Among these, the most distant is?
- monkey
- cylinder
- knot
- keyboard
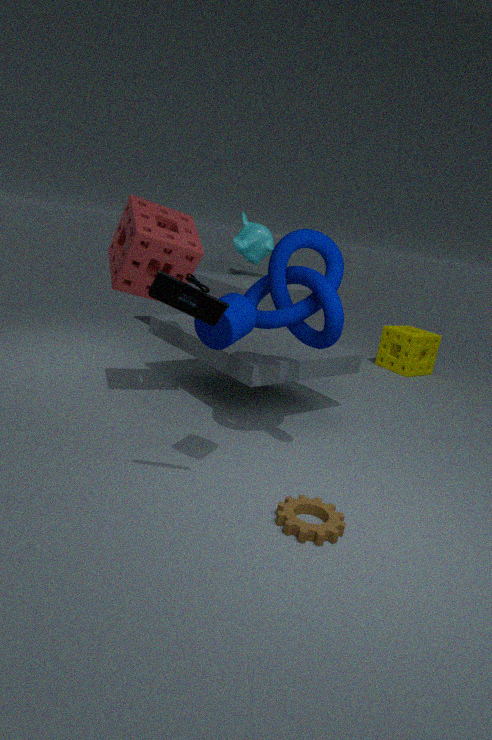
monkey
